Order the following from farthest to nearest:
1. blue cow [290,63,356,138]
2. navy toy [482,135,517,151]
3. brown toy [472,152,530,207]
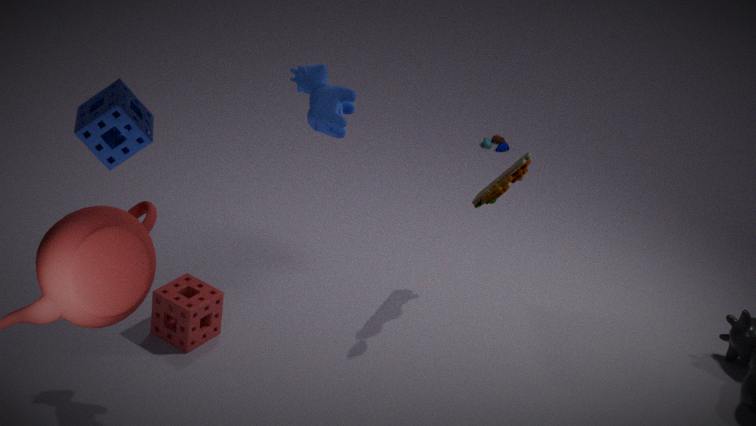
navy toy [482,135,517,151], brown toy [472,152,530,207], blue cow [290,63,356,138]
